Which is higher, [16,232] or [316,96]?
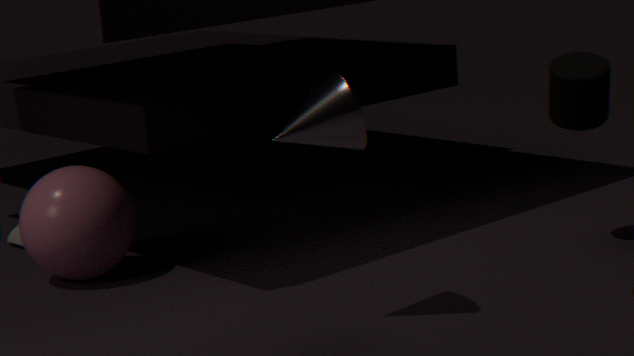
[316,96]
